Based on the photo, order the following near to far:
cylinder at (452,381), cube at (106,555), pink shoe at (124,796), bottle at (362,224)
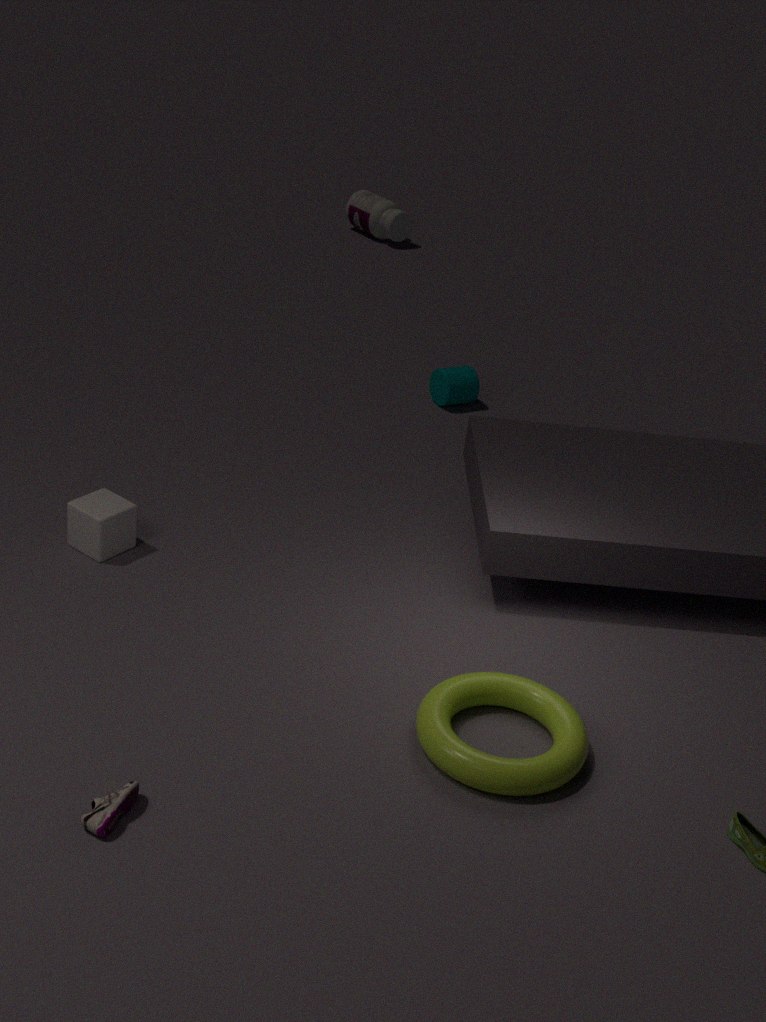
pink shoe at (124,796), cube at (106,555), cylinder at (452,381), bottle at (362,224)
